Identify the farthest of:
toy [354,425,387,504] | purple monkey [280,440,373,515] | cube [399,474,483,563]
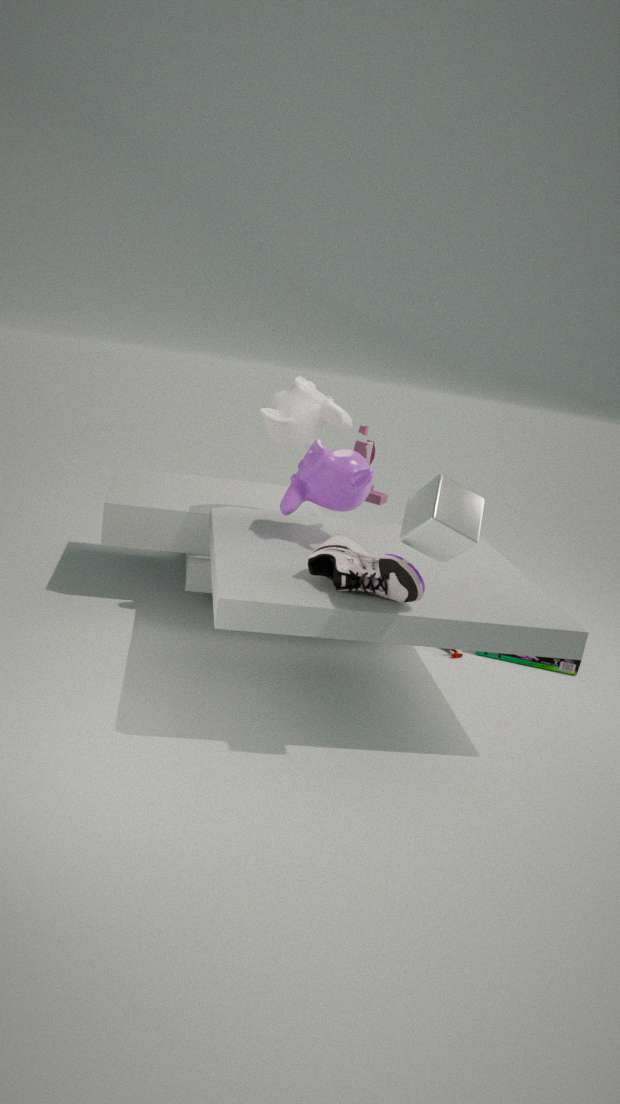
toy [354,425,387,504]
